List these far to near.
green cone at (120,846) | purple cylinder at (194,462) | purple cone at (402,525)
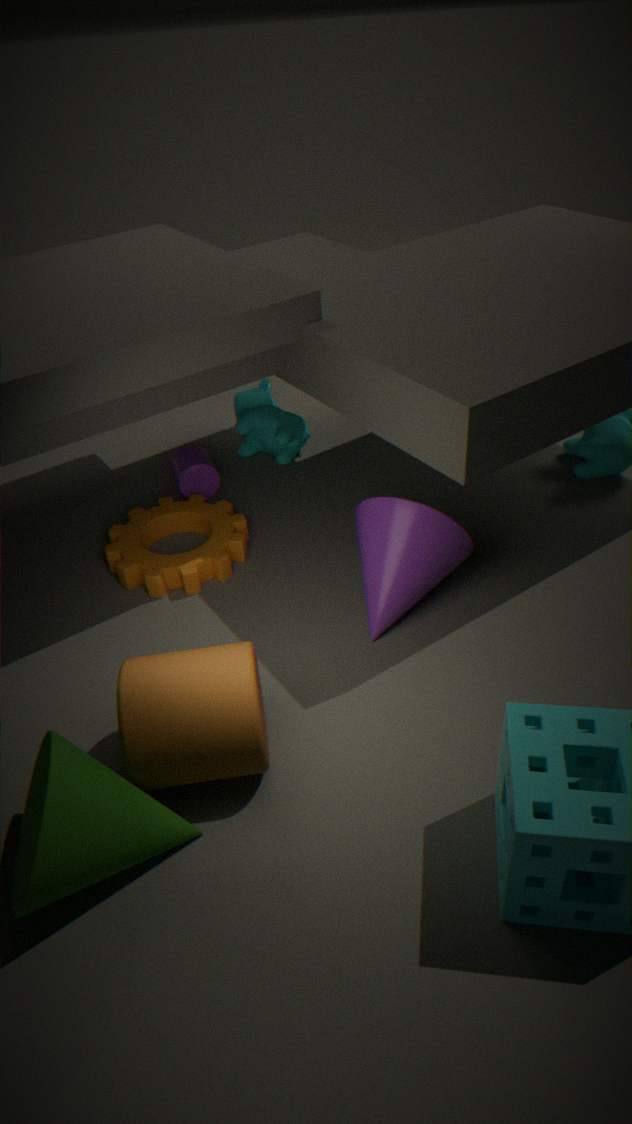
purple cylinder at (194,462) → purple cone at (402,525) → green cone at (120,846)
